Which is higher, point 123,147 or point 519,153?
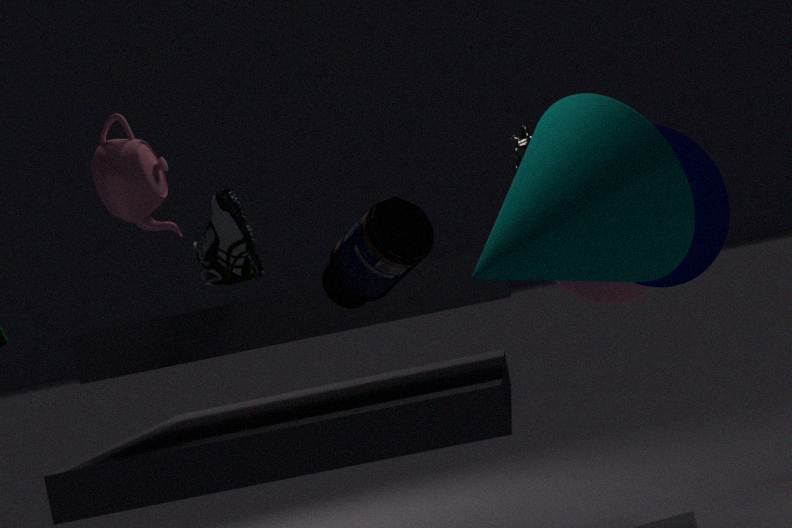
point 123,147
